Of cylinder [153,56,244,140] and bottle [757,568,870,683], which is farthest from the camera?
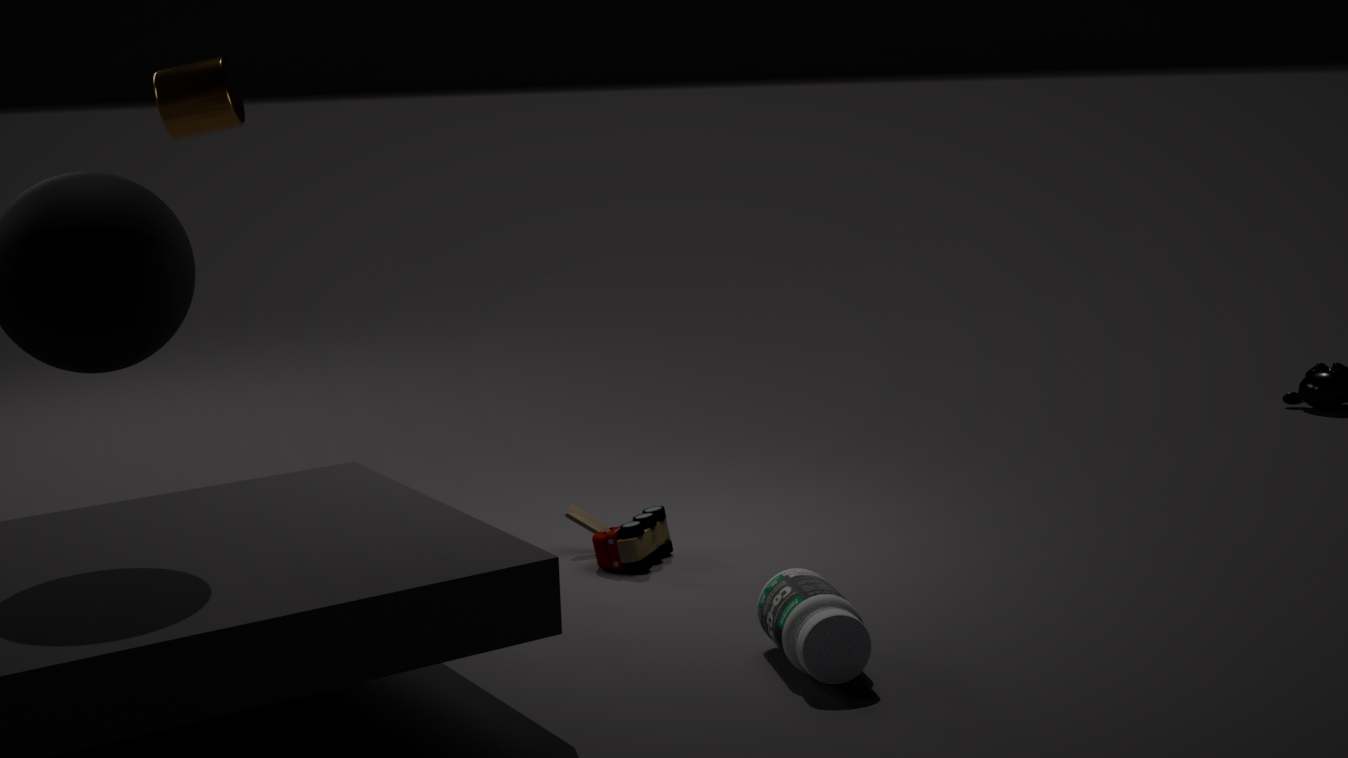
cylinder [153,56,244,140]
